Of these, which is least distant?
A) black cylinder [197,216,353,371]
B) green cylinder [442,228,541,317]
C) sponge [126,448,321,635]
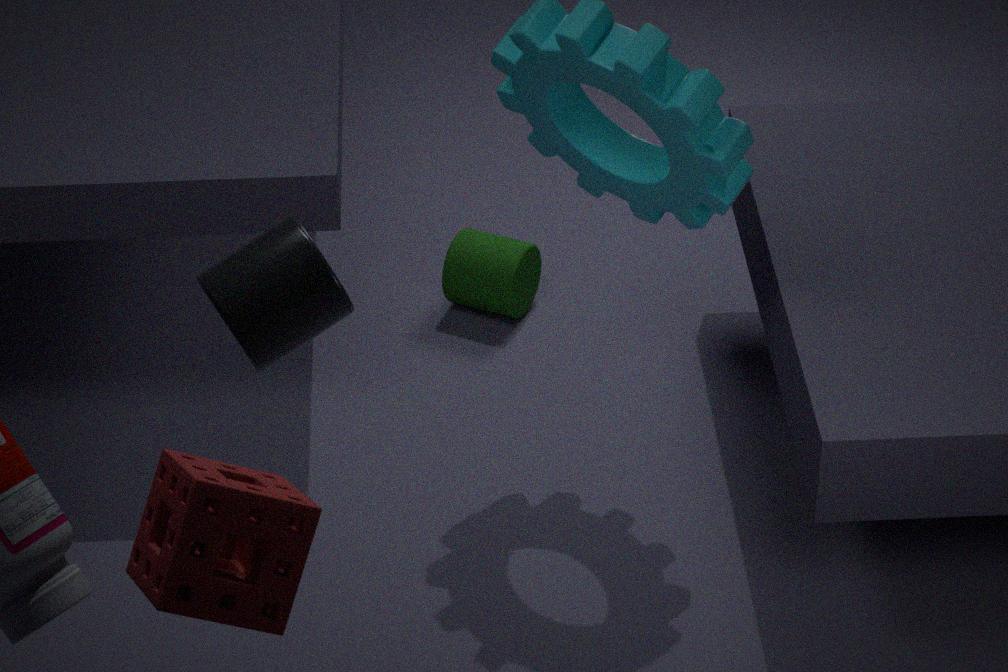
sponge [126,448,321,635]
